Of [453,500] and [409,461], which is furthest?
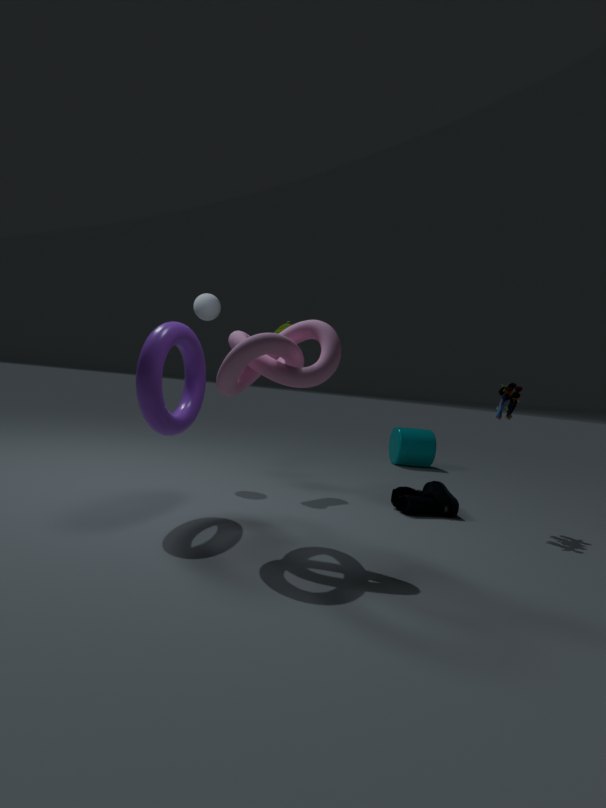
[409,461]
